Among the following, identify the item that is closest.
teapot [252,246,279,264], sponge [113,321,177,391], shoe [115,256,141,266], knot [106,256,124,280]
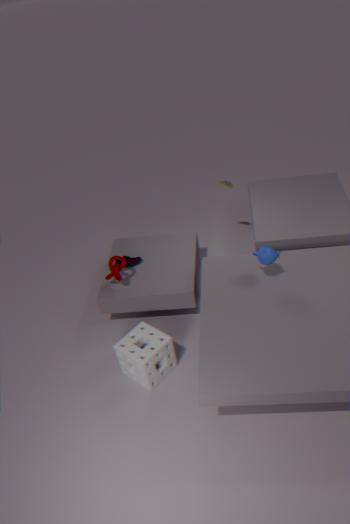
teapot [252,246,279,264]
